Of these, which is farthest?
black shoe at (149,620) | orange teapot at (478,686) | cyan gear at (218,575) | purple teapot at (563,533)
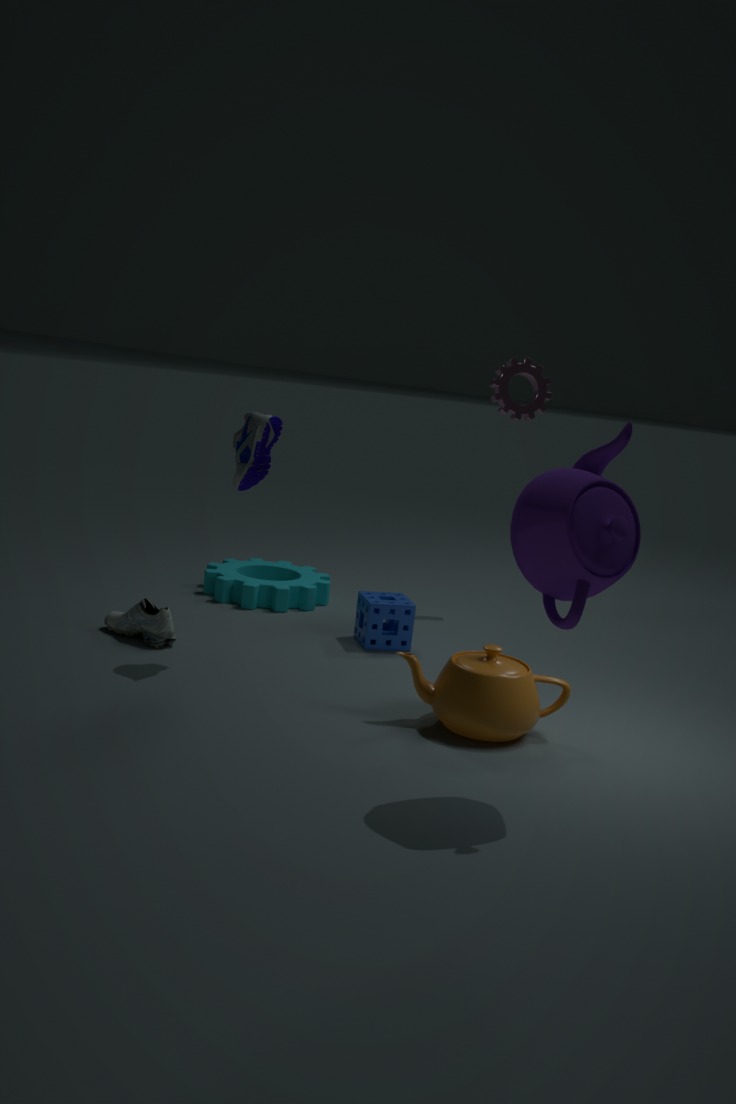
cyan gear at (218,575)
